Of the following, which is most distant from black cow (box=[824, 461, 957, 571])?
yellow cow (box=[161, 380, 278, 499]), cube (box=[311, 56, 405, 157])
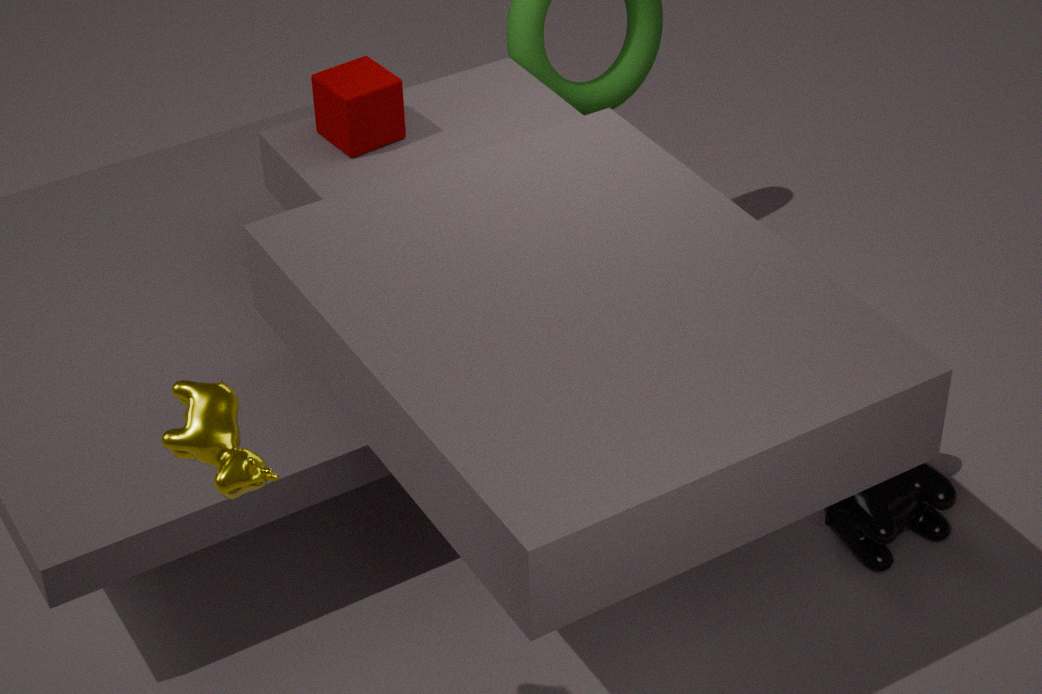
yellow cow (box=[161, 380, 278, 499])
